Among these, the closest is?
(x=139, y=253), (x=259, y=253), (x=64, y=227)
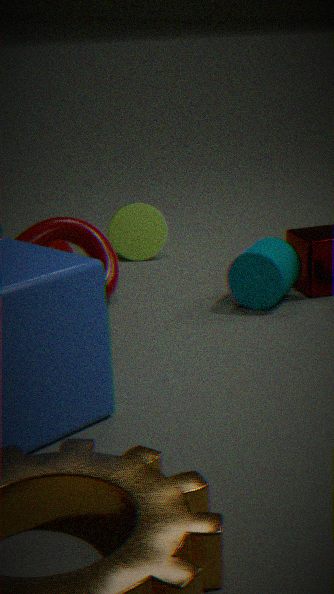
(x=259, y=253)
